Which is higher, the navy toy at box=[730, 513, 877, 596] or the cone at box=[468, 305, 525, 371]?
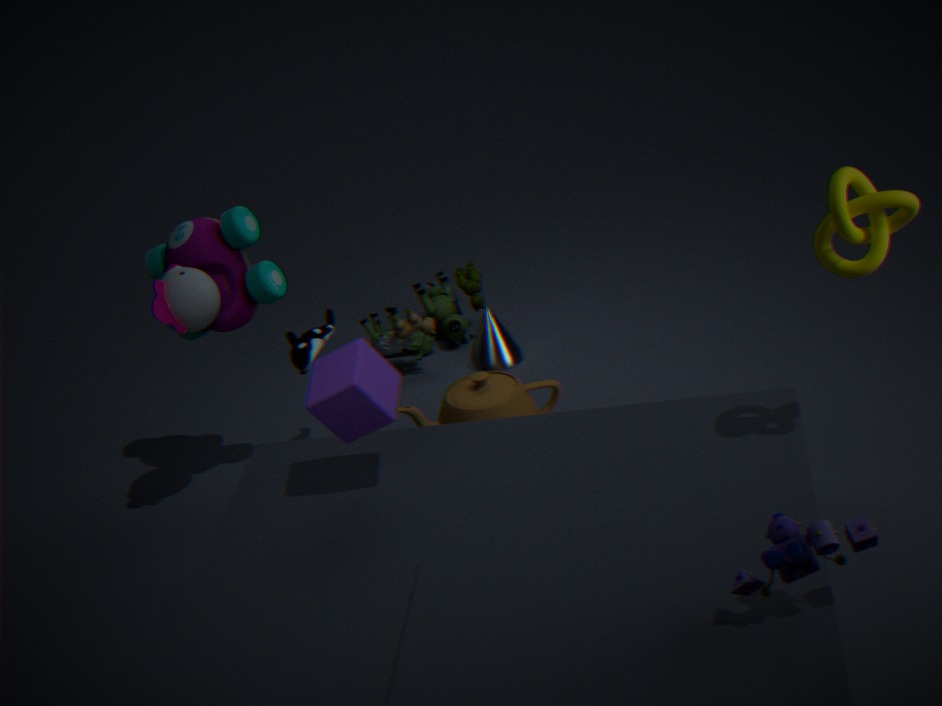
the navy toy at box=[730, 513, 877, 596]
